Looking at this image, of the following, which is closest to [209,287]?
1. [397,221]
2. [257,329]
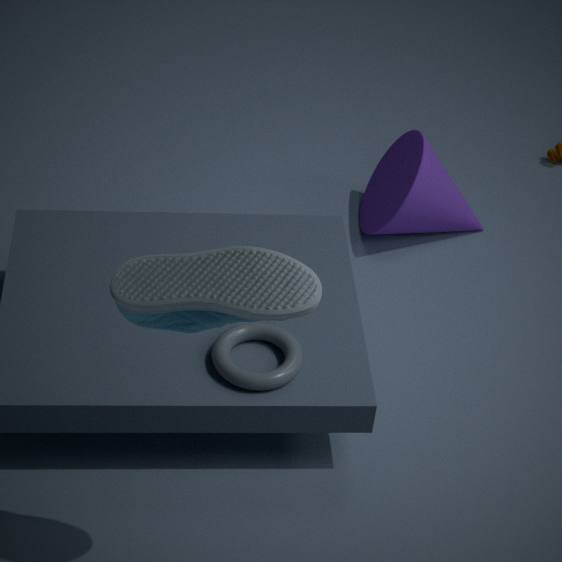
[257,329]
